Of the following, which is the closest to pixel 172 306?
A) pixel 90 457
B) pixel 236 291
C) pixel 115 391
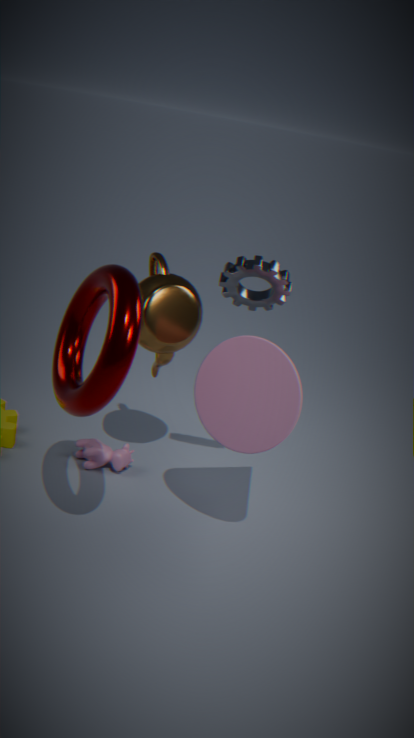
pixel 236 291
